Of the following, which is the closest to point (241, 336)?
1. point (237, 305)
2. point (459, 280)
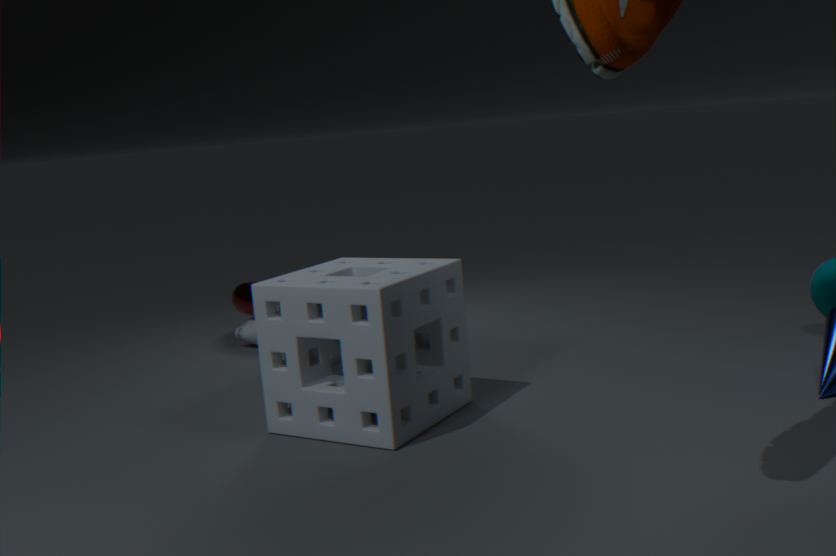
point (237, 305)
